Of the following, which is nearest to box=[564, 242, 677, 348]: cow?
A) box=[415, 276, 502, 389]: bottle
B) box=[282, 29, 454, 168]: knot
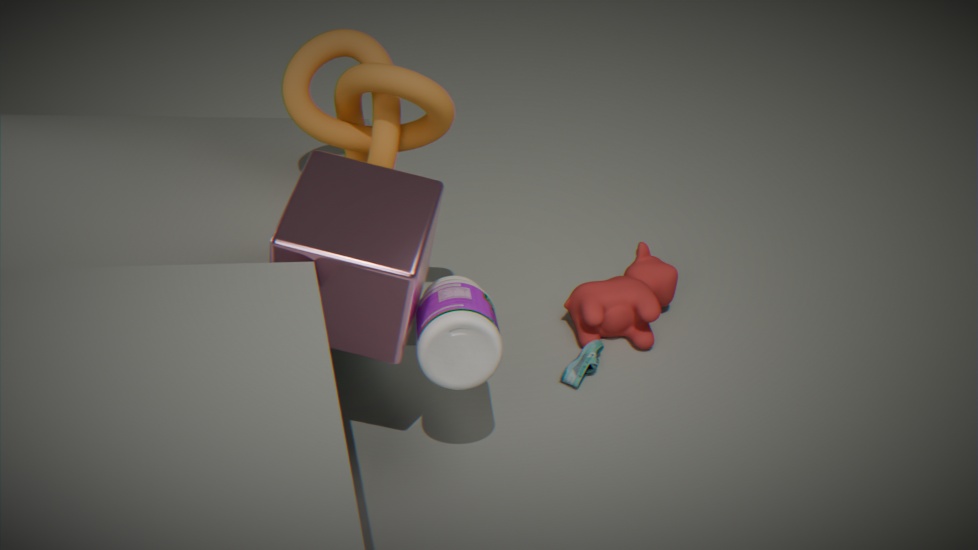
box=[415, 276, 502, 389]: bottle
